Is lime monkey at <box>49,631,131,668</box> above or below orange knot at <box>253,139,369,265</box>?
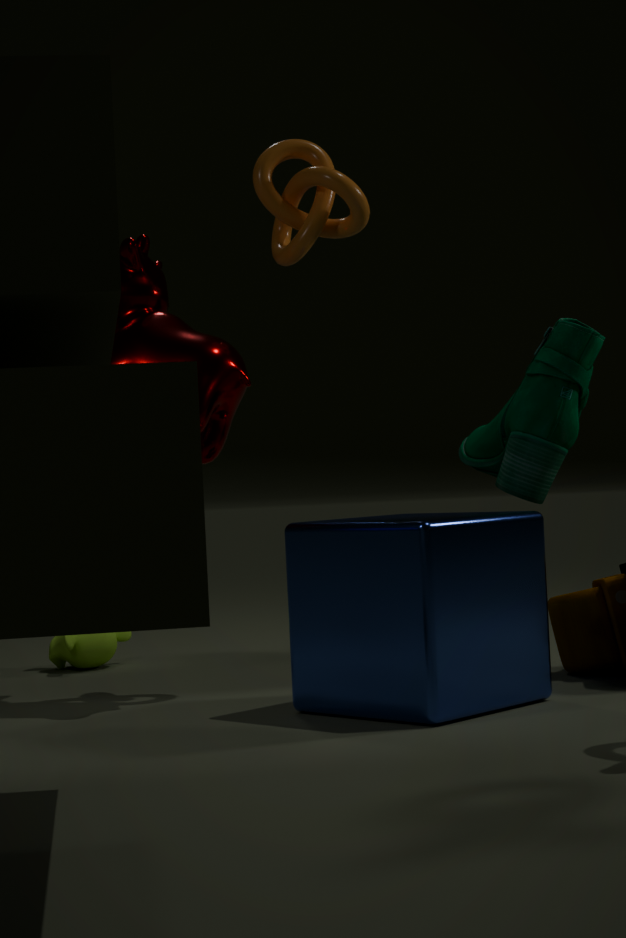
below
